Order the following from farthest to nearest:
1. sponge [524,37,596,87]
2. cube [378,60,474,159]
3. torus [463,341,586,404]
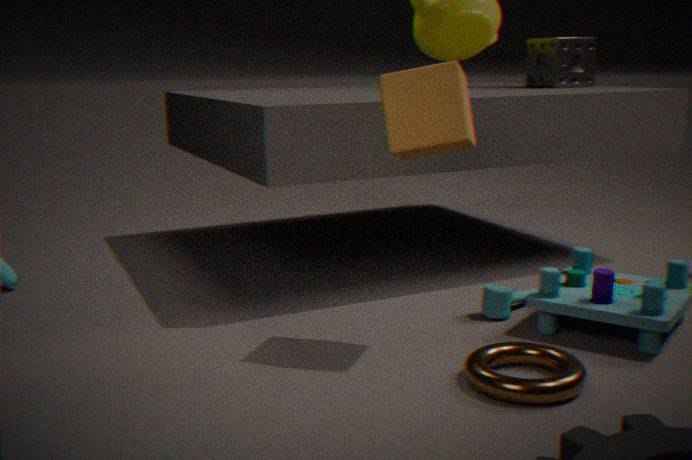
sponge [524,37,596,87] → cube [378,60,474,159] → torus [463,341,586,404]
